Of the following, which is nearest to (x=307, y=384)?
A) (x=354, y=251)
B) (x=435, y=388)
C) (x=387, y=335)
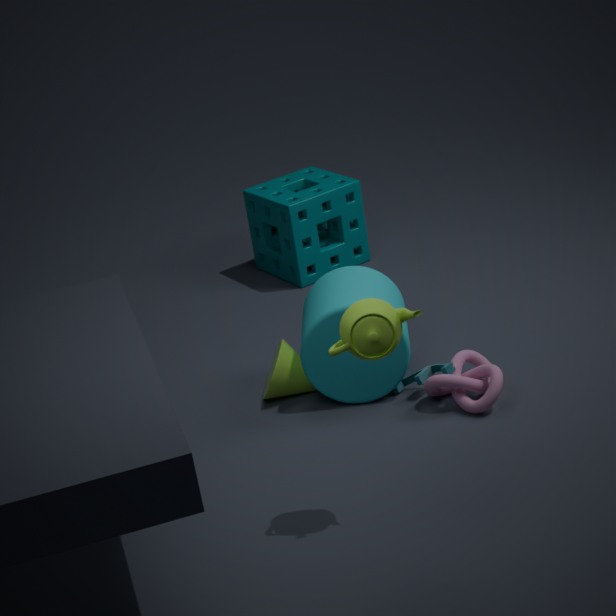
(x=435, y=388)
